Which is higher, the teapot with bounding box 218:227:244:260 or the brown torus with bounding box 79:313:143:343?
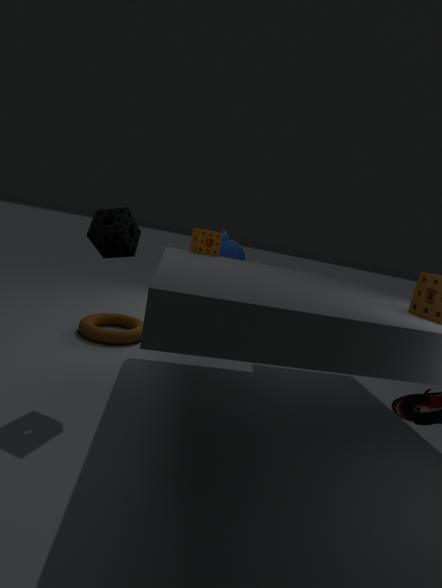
the teapot with bounding box 218:227:244:260
